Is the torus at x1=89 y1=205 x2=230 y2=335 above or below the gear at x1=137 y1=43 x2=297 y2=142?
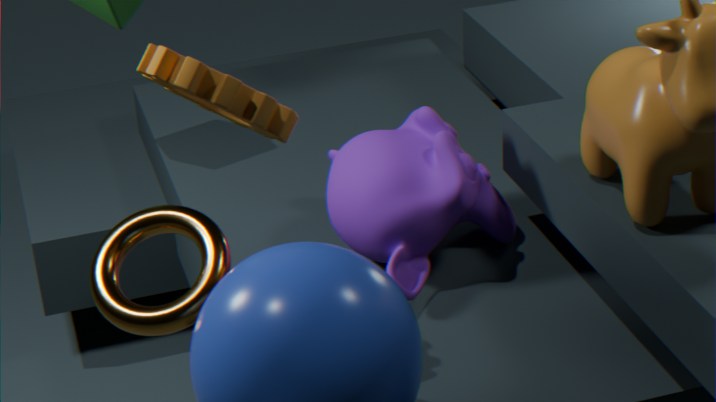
below
